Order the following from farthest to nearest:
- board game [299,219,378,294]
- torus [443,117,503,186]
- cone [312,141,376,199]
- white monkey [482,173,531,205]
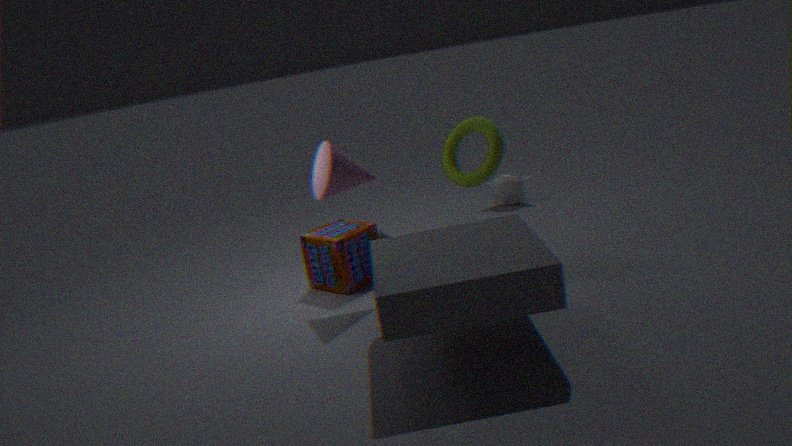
white monkey [482,173,531,205]
board game [299,219,378,294]
torus [443,117,503,186]
cone [312,141,376,199]
